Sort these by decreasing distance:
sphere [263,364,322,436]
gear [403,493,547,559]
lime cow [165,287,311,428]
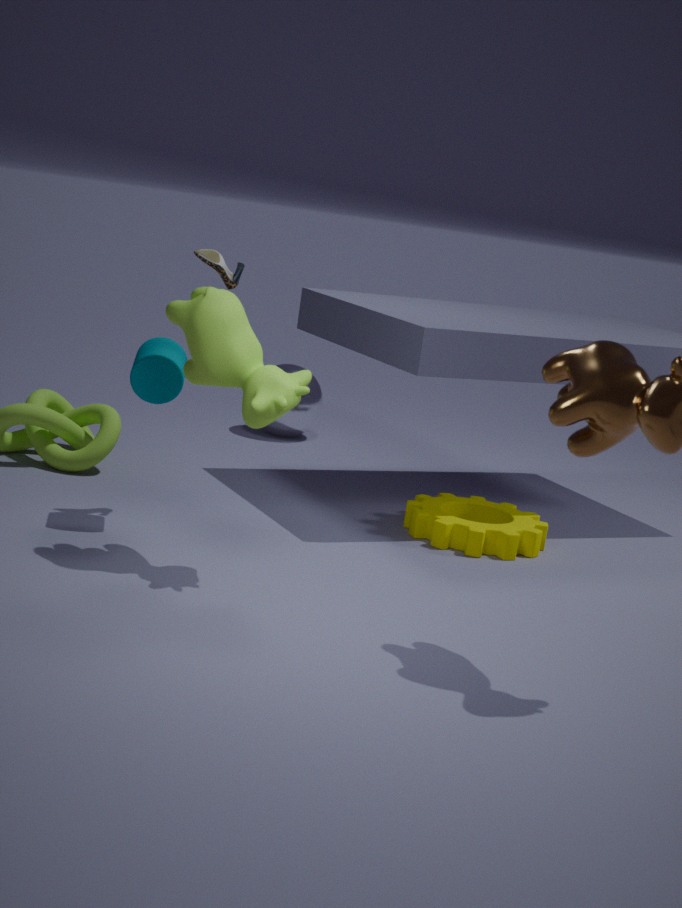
sphere [263,364,322,436] < gear [403,493,547,559] < lime cow [165,287,311,428]
